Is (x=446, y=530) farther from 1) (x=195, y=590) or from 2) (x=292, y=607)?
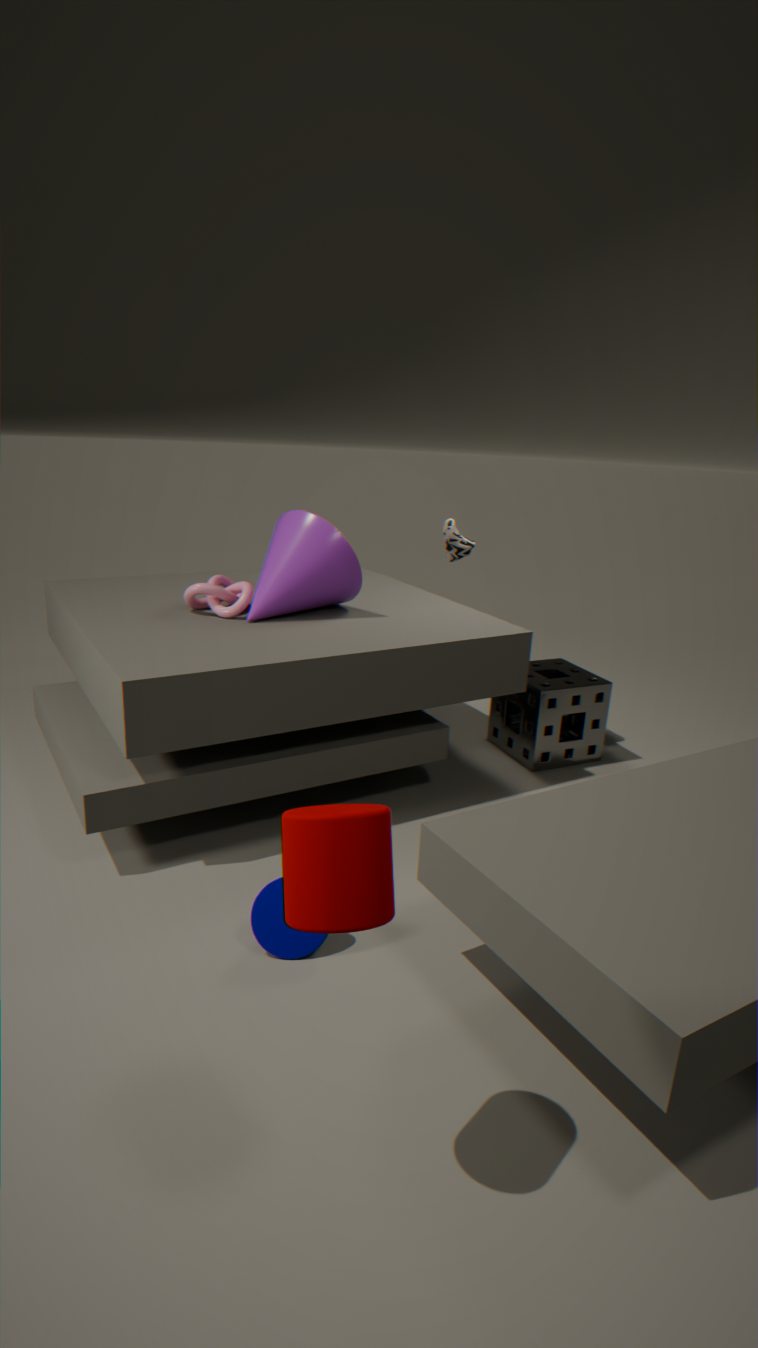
1) (x=195, y=590)
